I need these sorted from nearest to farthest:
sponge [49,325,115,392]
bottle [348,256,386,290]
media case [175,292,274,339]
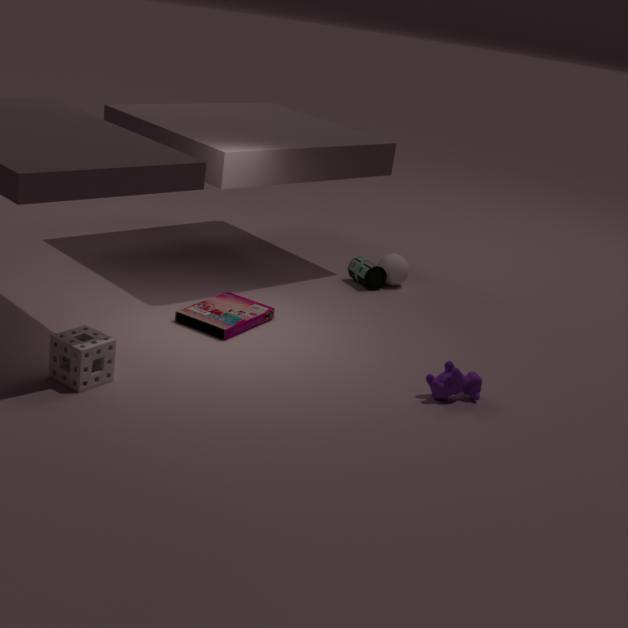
sponge [49,325,115,392] → media case [175,292,274,339] → bottle [348,256,386,290]
